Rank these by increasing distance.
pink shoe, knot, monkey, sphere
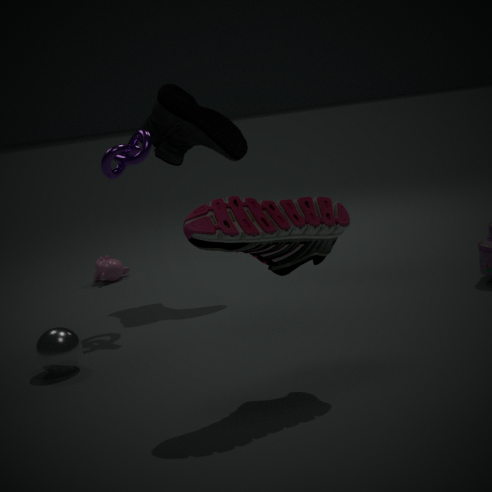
pink shoe → sphere → knot → monkey
